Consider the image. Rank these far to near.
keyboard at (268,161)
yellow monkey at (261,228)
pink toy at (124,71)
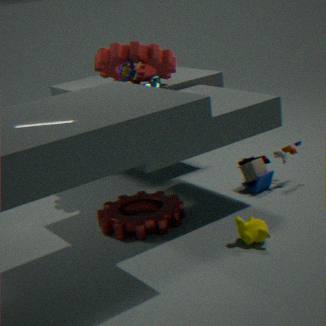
1. keyboard at (268,161)
2. pink toy at (124,71)
3. yellow monkey at (261,228)
